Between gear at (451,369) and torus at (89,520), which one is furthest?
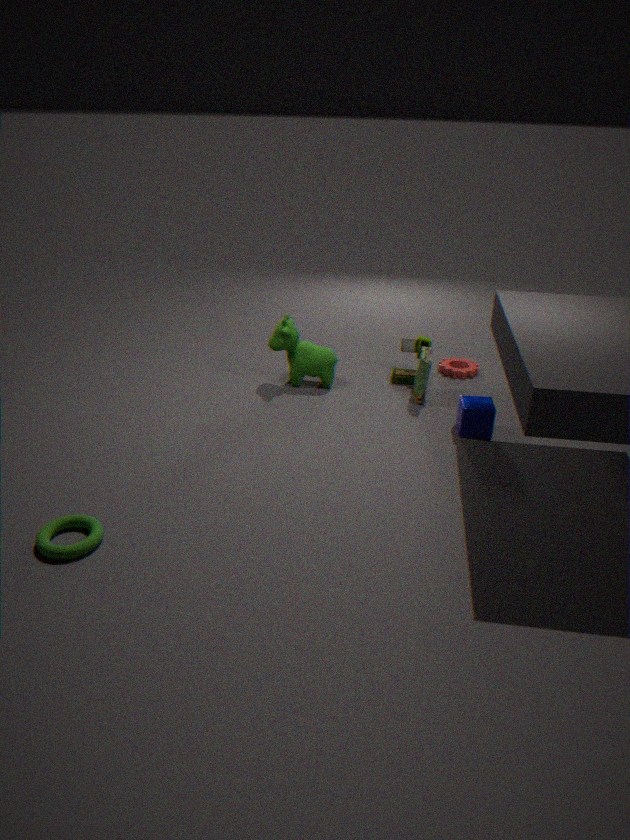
gear at (451,369)
